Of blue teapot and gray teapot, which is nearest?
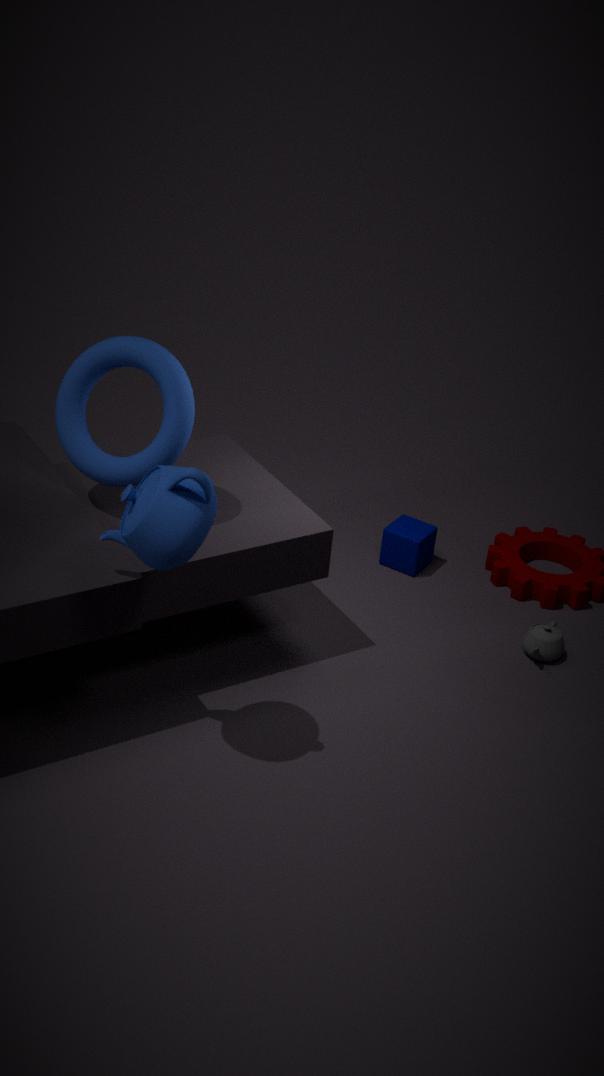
blue teapot
